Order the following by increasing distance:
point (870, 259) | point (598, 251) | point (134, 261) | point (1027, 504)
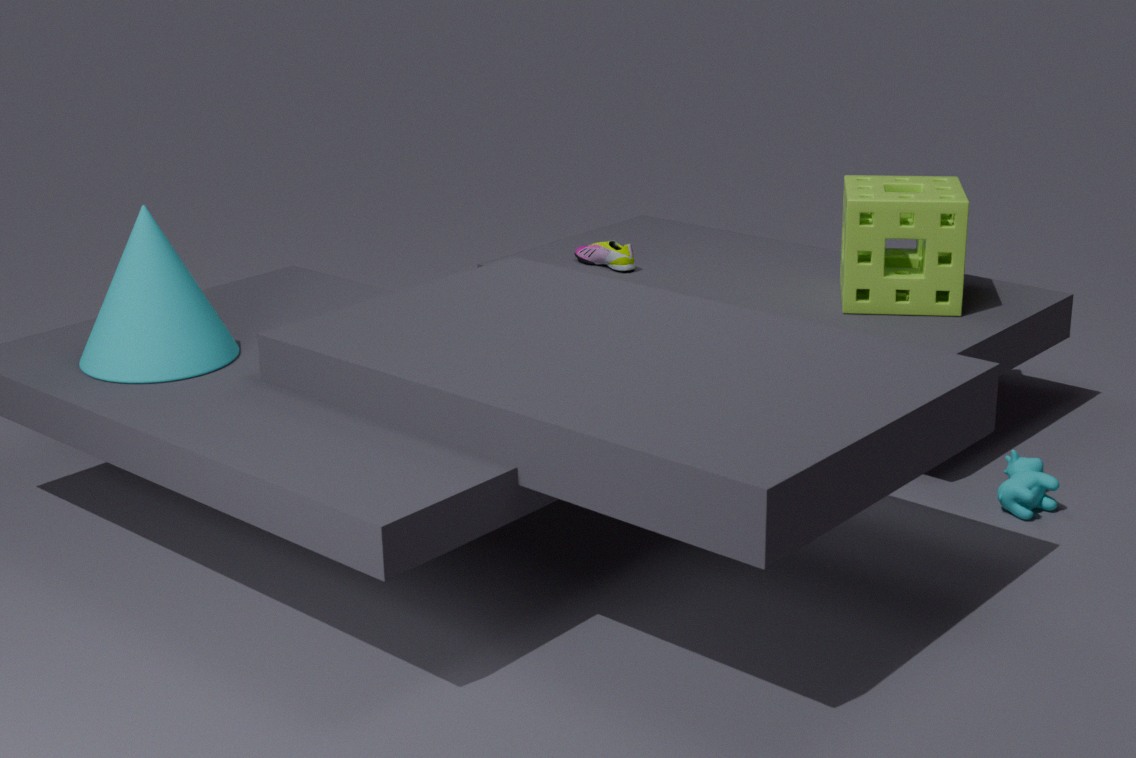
point (134, 261) < point (1027, 504) < point (870, 259) < point (598, 251)
